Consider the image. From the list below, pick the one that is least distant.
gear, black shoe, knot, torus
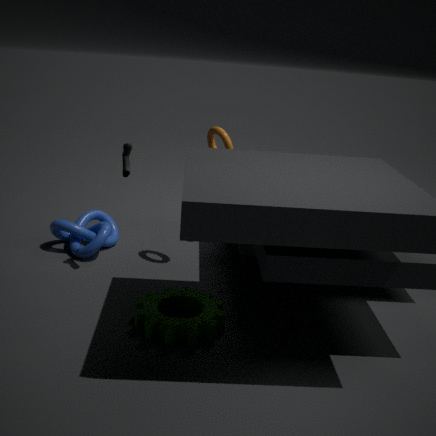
gear
